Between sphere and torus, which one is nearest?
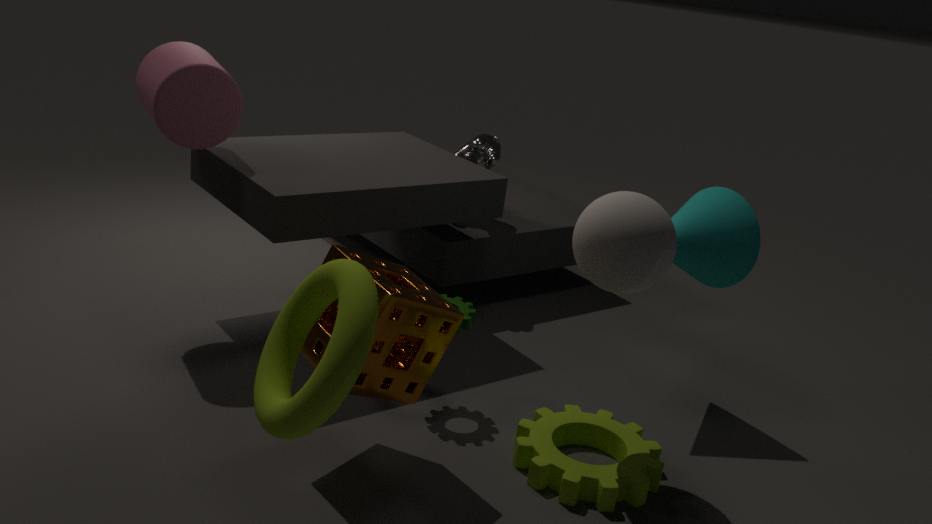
torus
